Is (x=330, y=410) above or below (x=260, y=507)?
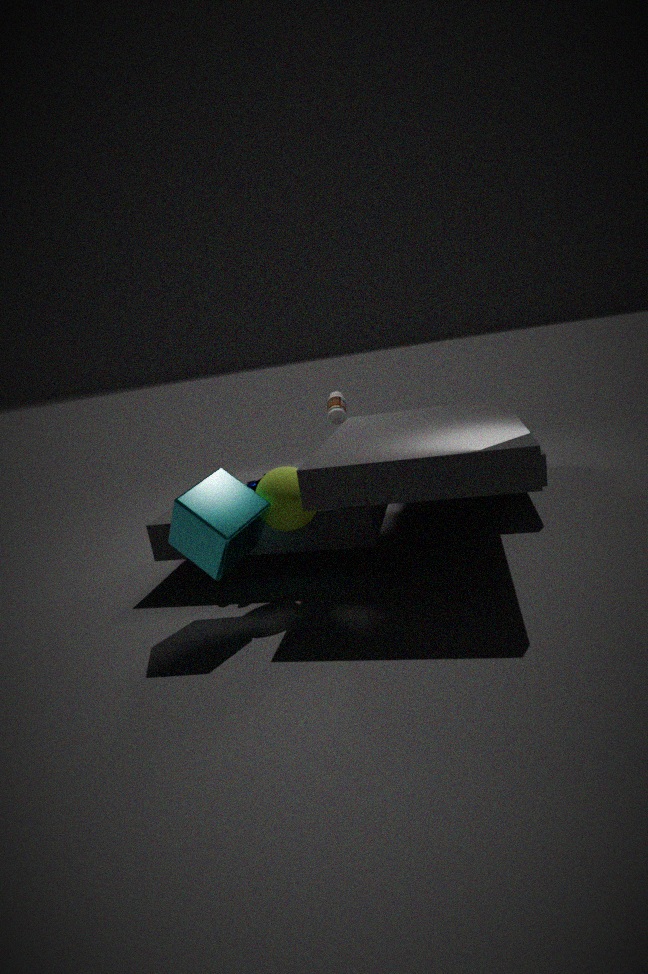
above
